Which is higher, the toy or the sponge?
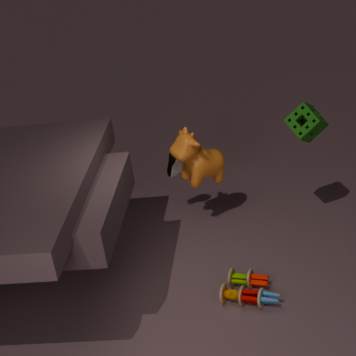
the sponge
